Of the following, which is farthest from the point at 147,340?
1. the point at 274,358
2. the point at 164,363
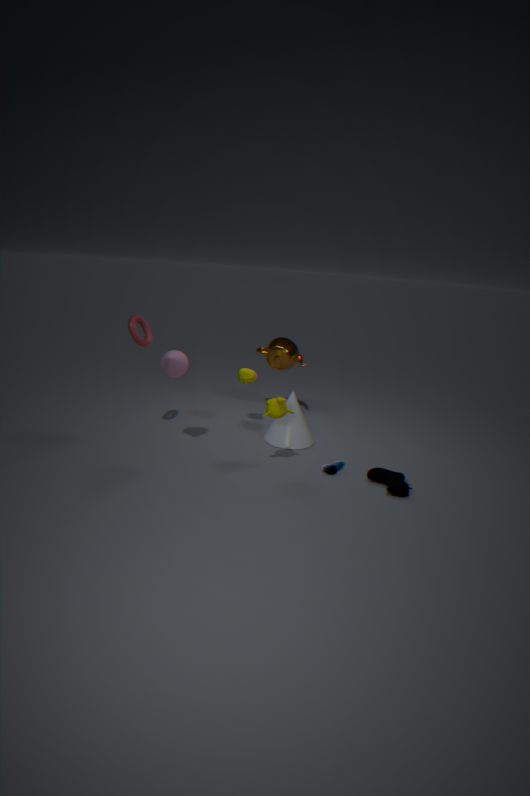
the point at 274,358
